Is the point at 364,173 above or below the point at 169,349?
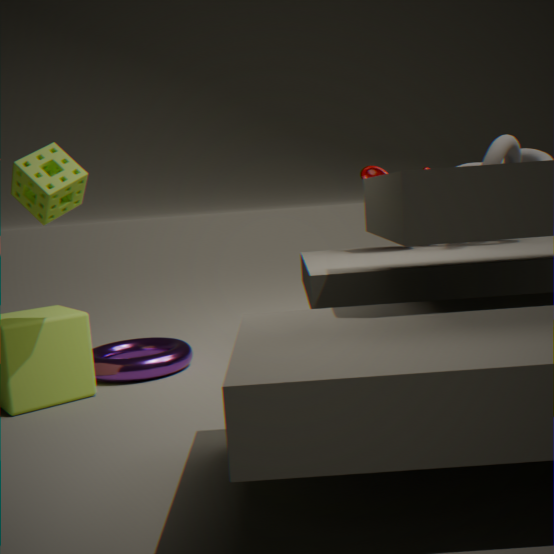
above
